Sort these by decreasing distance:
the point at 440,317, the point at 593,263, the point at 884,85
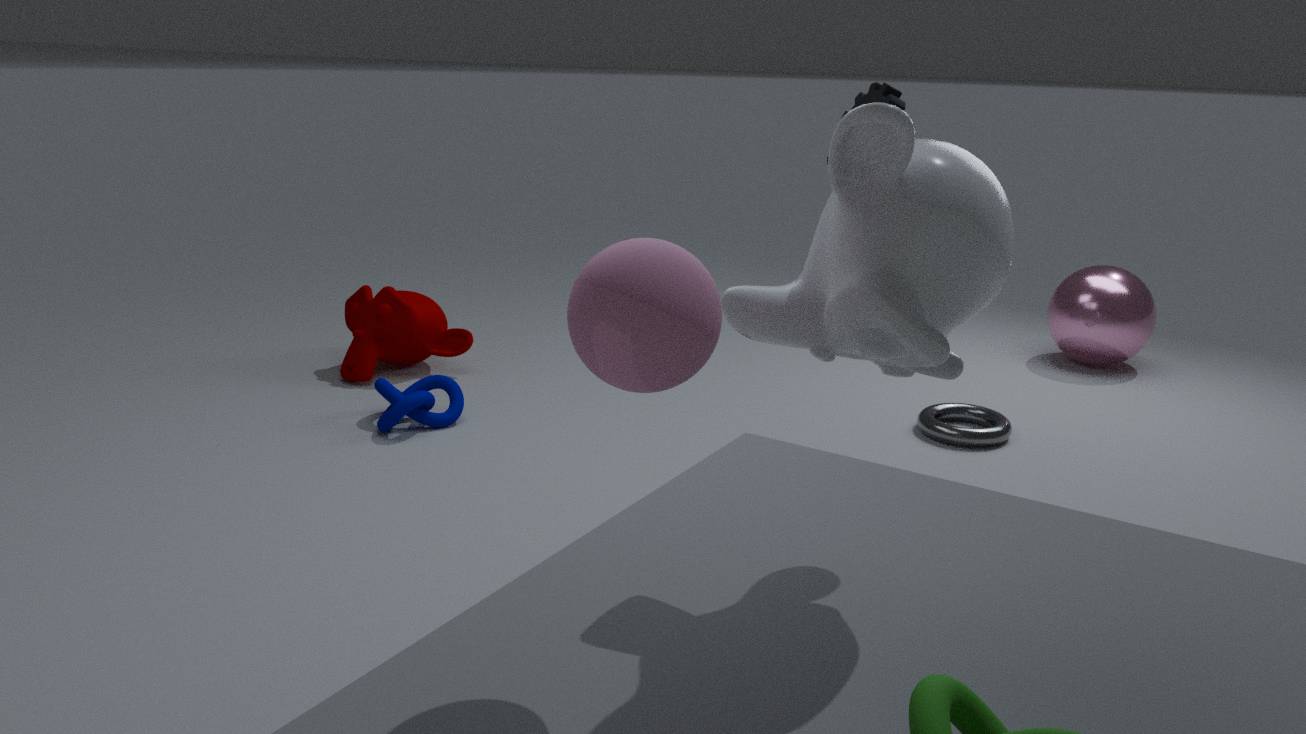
the point at 440,317
the point at 884,85
the point at 593,263
